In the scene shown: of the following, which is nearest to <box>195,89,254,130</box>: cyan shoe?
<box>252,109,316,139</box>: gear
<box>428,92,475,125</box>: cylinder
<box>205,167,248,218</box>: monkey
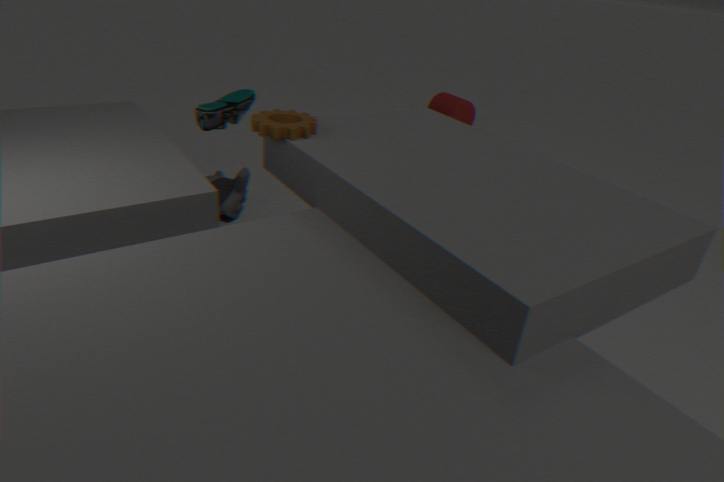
<box>252,109,316,139</box>: gear
